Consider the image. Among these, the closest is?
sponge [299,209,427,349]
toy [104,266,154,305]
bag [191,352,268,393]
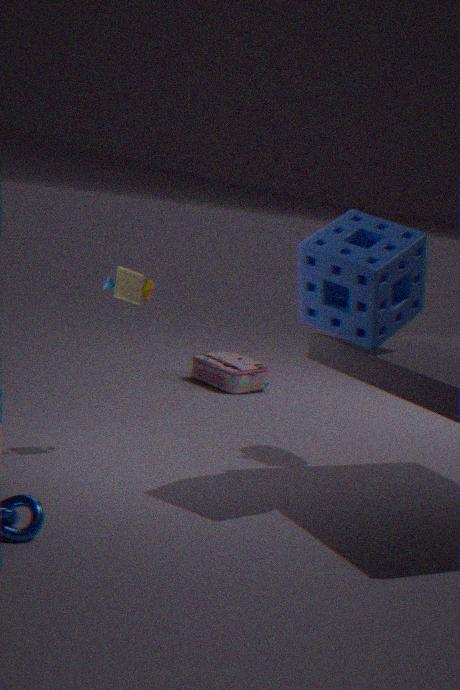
sponge [299,209,427,349]
